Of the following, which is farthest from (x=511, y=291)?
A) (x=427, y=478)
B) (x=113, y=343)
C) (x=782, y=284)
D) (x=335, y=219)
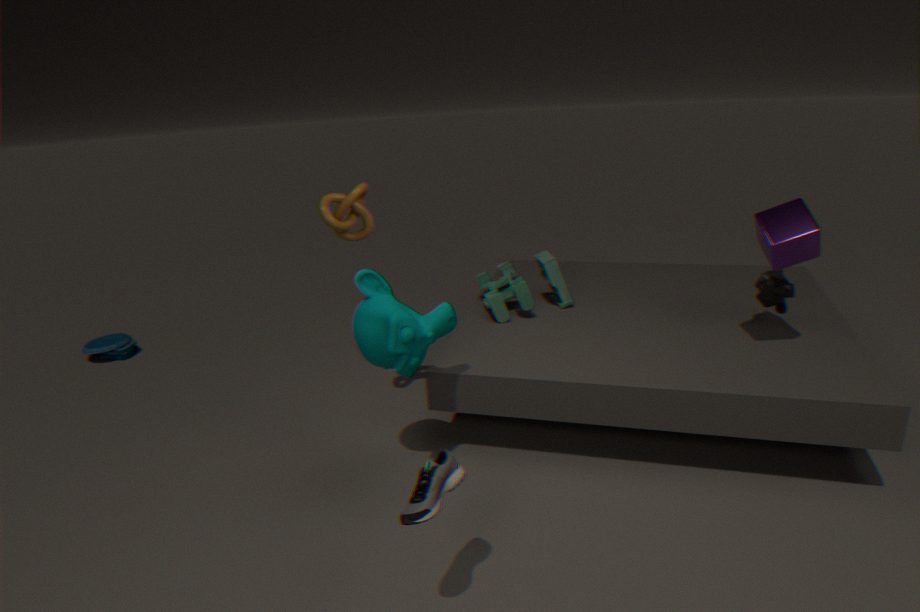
(x=113, y=343)
